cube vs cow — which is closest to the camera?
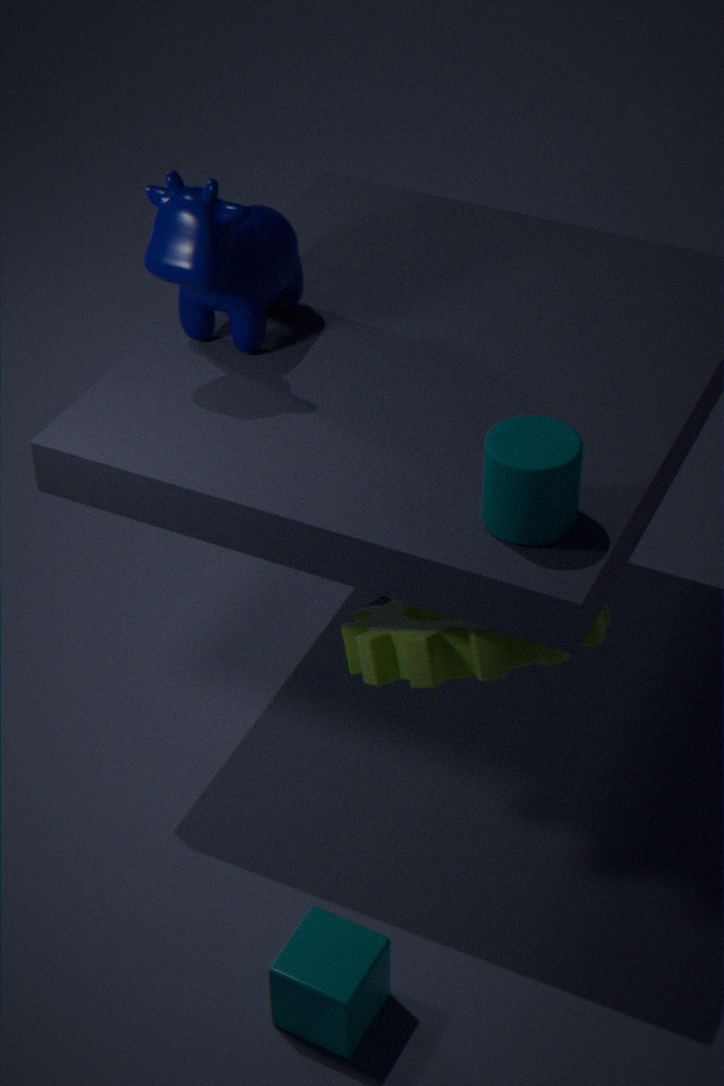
cube
